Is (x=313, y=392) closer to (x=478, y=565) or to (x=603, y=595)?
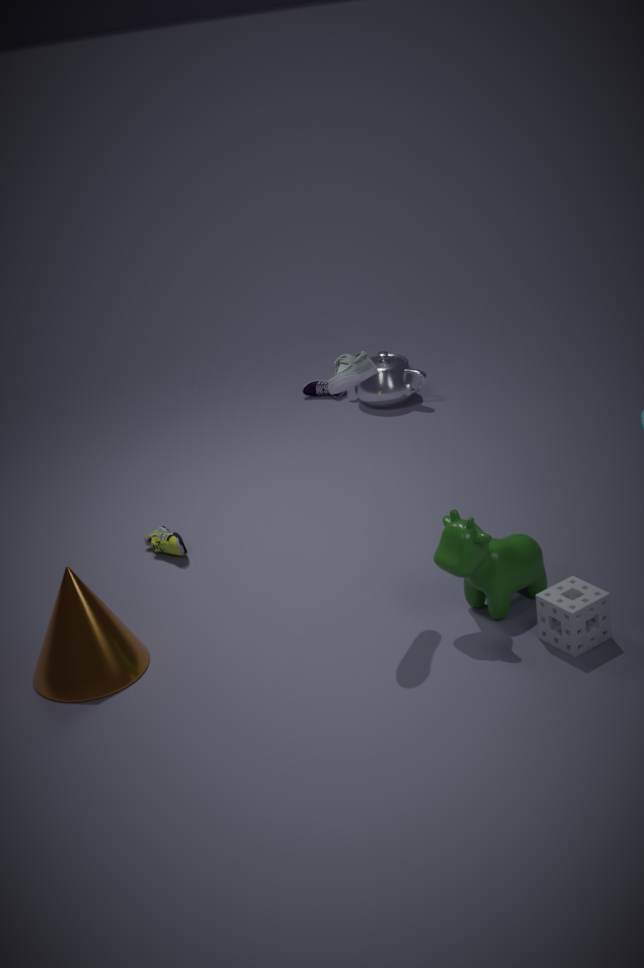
(x=478, y=565)
